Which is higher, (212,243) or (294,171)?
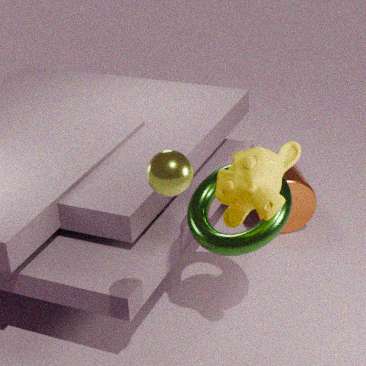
(212,243)
